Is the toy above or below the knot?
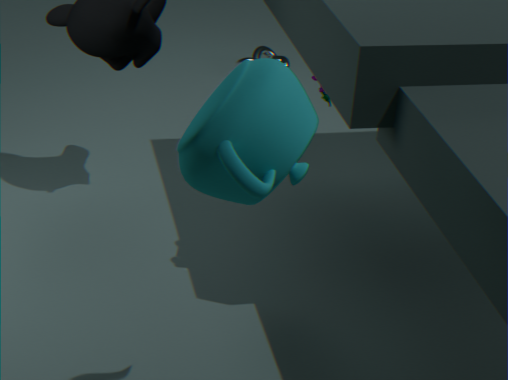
above
